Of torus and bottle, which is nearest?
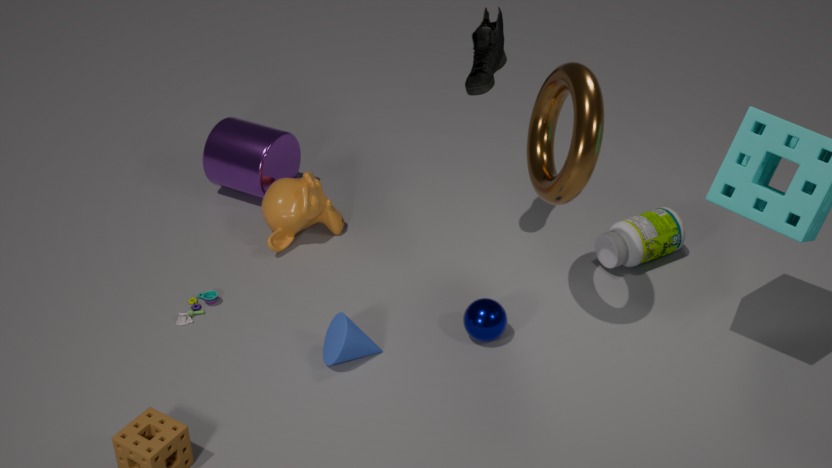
torus
